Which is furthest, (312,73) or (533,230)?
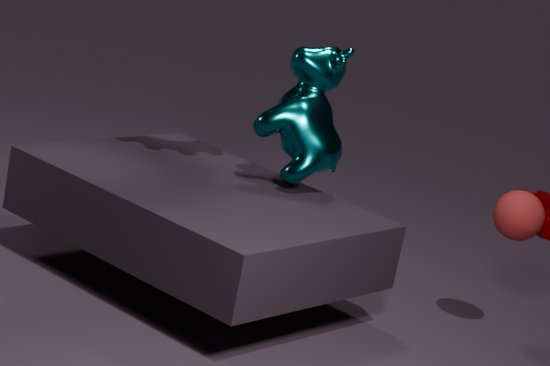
(312,73)
